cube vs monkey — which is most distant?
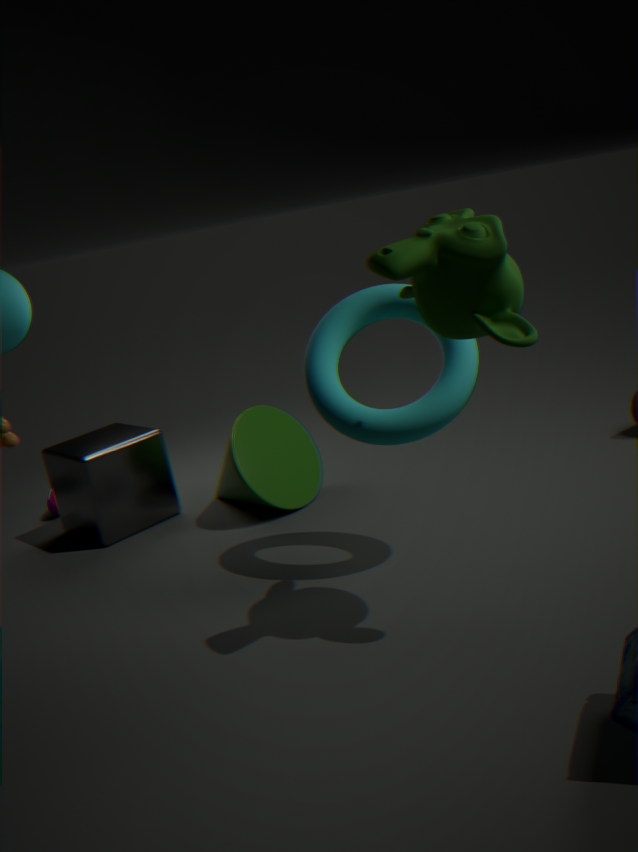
cube
